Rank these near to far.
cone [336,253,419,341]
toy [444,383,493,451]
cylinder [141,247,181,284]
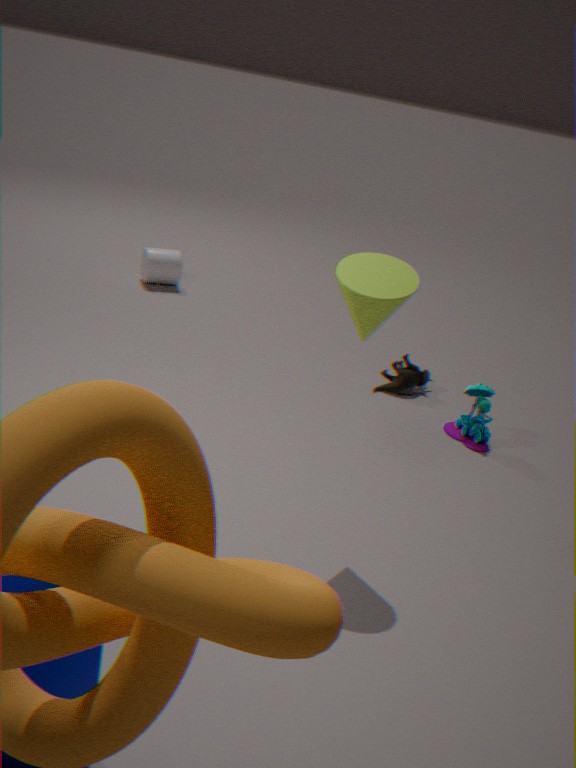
cone [336,253,419,341], toy [444,383,493,451], cylinder [141,247,181,284]
